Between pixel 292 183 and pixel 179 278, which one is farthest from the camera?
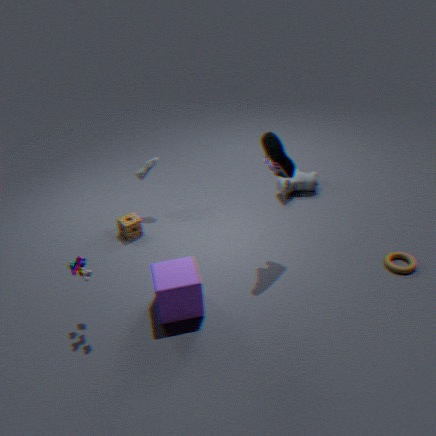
pixel 292 183
